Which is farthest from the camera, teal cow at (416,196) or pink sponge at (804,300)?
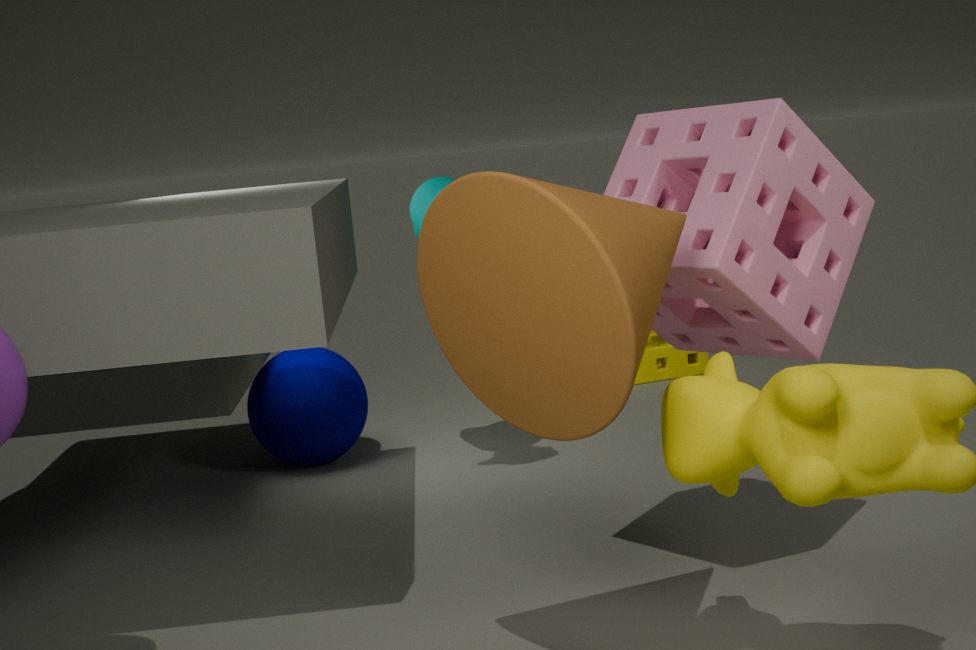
teal cow at (416,196)
